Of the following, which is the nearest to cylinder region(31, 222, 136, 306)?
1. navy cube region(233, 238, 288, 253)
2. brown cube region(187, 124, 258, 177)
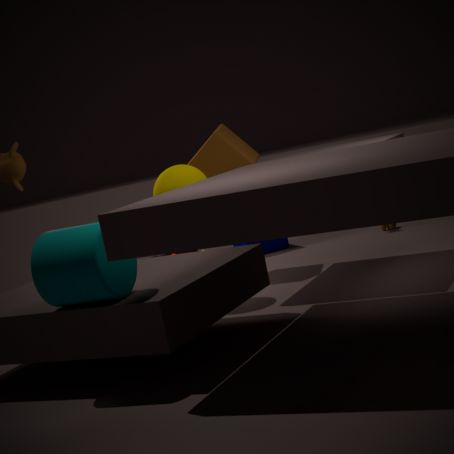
brown cube region(187, 124, 258, 177)
